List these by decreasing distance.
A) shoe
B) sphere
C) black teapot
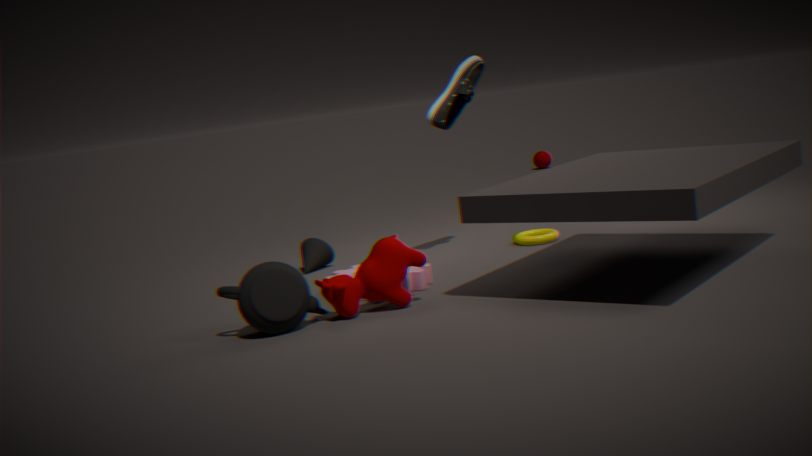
sphere
shoe
black teapot
